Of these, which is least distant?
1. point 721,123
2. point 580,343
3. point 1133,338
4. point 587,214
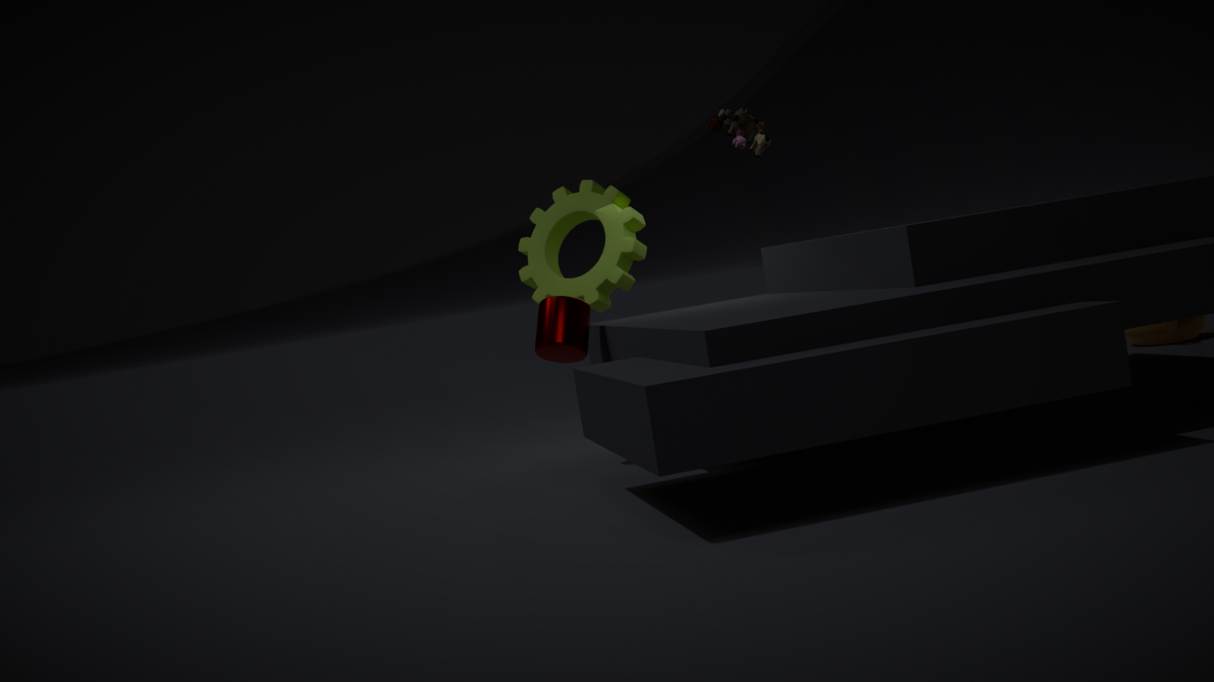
point 580,343
